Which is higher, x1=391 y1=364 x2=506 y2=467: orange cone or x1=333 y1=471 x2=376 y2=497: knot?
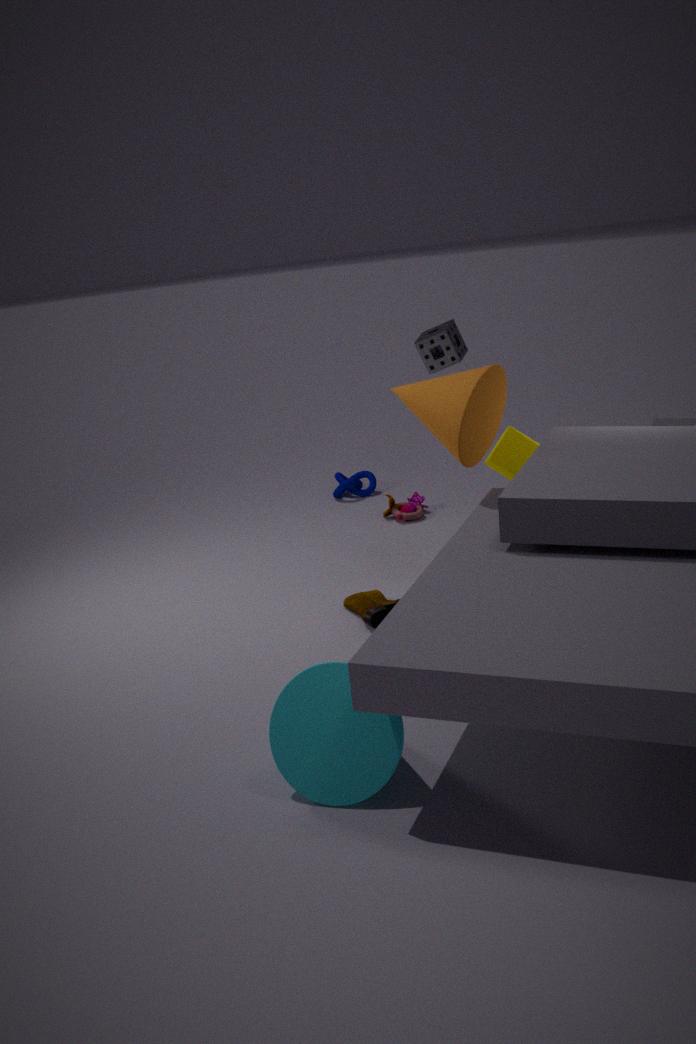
x1=391 y1=364 x2=506 y2=467: orange cone
